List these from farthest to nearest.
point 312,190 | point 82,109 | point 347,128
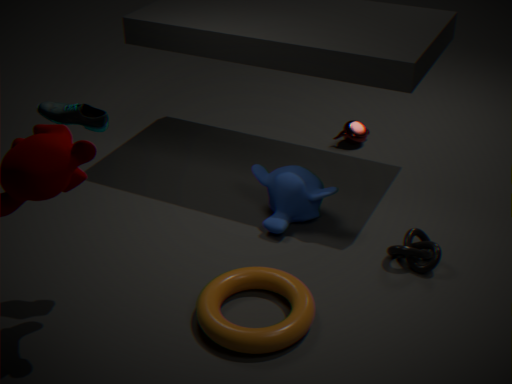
point 347,128, point 312,190, point 82,109
